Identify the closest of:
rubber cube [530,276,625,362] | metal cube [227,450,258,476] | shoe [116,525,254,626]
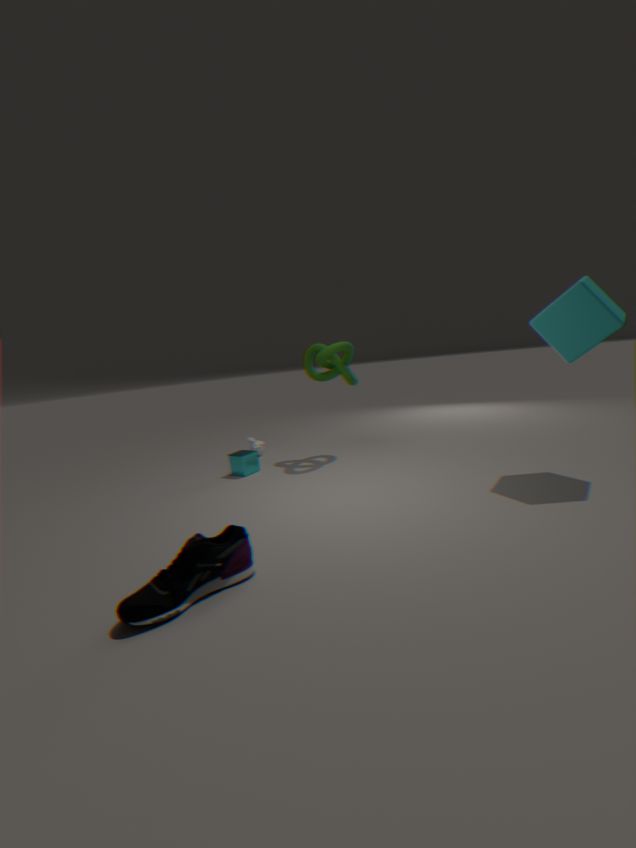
shoe [116,525,254,626]
